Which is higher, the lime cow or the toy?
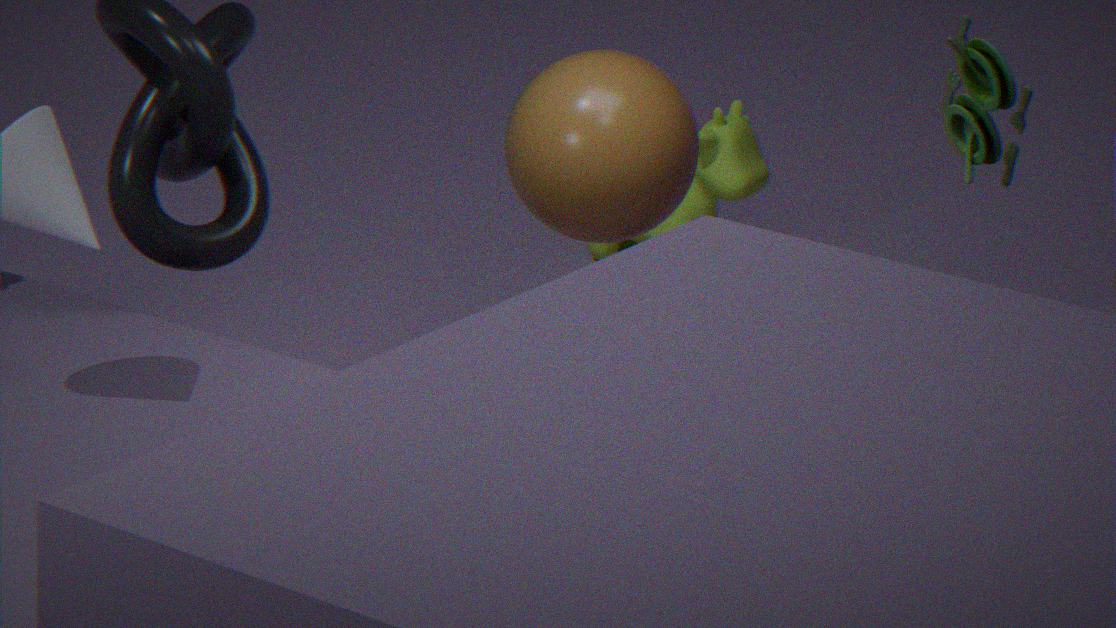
the toy
